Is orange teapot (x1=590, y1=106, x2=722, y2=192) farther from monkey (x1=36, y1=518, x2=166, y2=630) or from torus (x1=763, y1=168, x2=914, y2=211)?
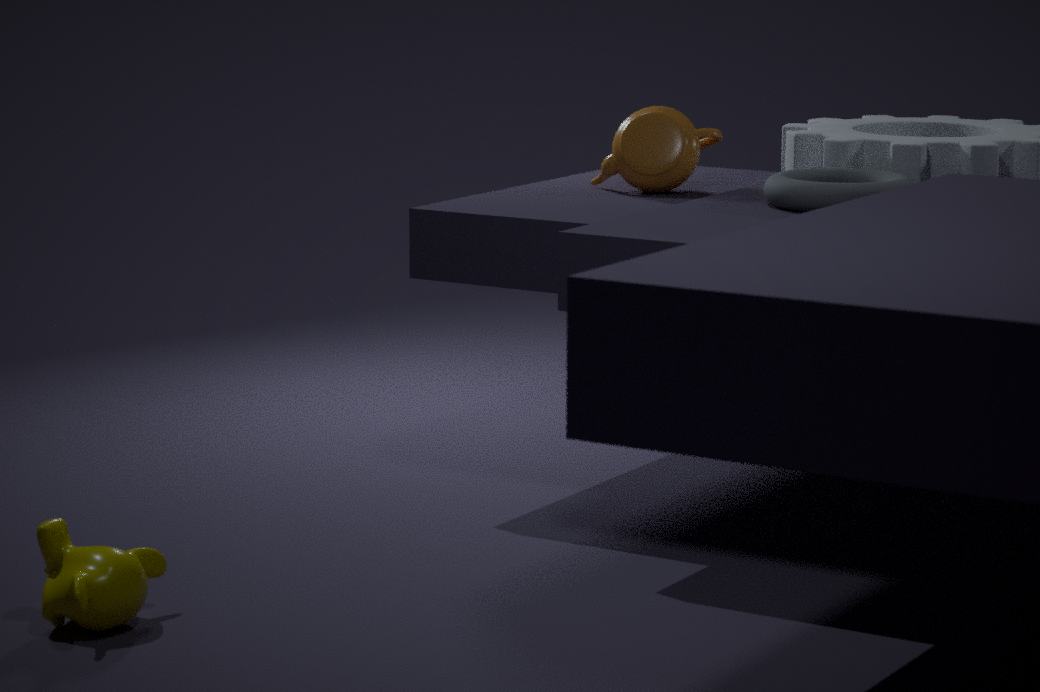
monkey (x1=36, y1=518, x2=166, y2=630)
